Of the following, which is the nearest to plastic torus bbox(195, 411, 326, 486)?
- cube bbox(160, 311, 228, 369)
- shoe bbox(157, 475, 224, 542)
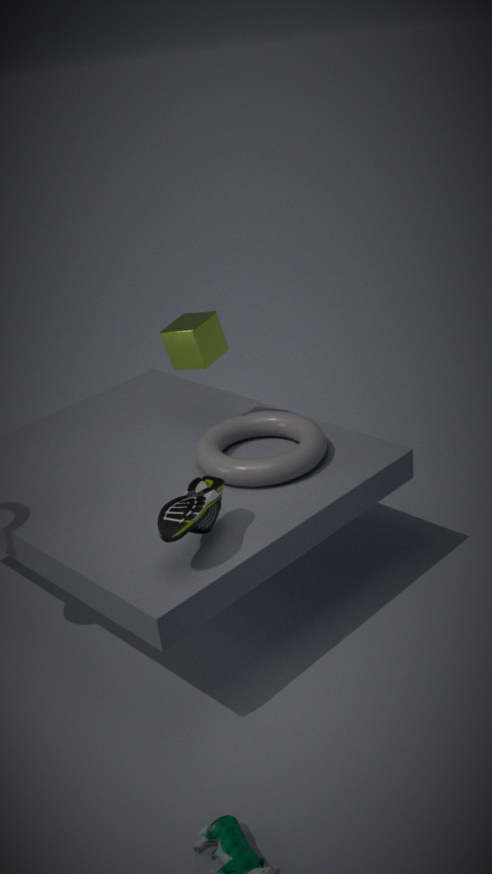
shoe bbox(157, 475, 224, 542)
